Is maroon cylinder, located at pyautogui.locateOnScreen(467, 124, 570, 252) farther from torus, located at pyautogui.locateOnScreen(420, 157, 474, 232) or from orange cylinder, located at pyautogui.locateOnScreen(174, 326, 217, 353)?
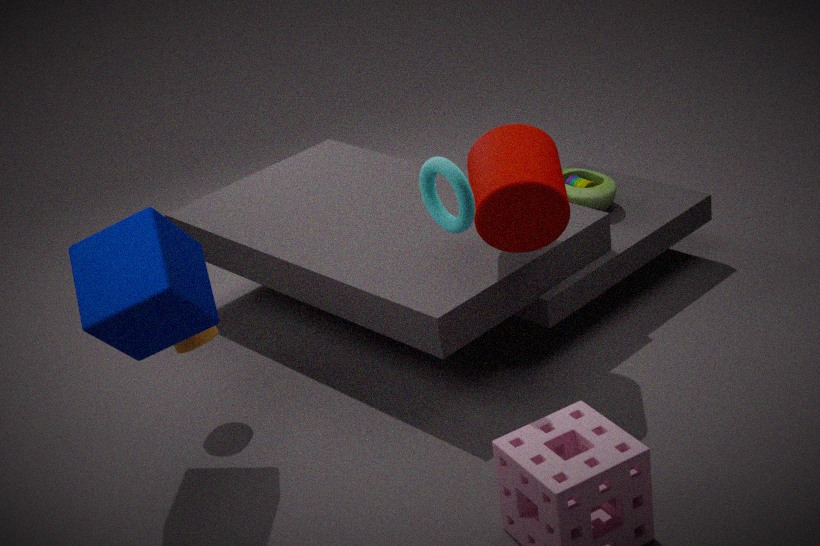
orange cylinder, located at pyautogui.locateOnScreen(174, 326, 217, 353)
